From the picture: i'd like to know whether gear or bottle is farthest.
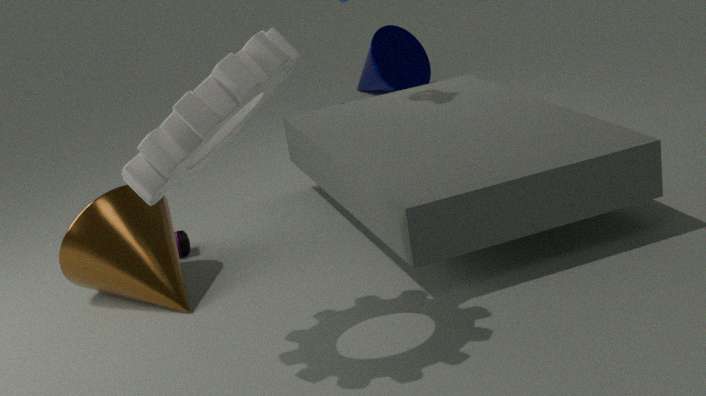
bottle
